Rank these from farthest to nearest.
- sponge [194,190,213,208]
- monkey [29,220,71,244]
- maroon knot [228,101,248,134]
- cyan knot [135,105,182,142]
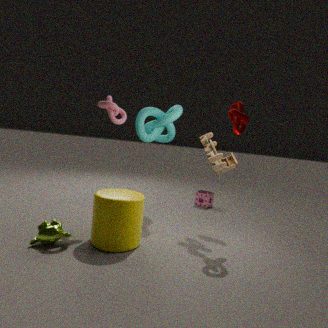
1. sponge [194,190,213,208]
2. cyan knot [135,105,182,142]
3. maroon knot [228,101,248,134]
4. monkey [29,220,71,244]
